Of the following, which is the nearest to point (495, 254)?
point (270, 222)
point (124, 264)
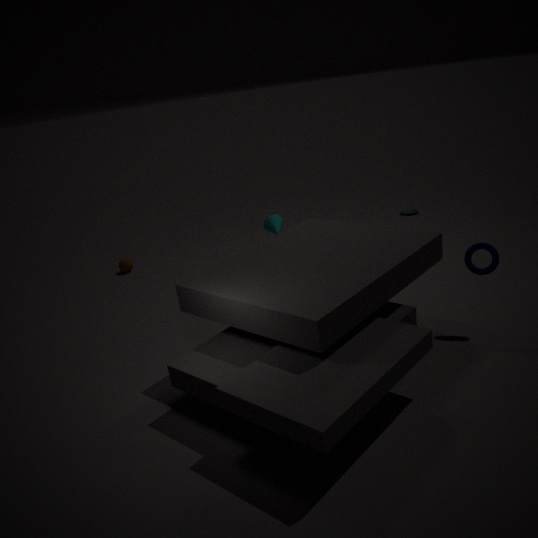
point (270, 222)
